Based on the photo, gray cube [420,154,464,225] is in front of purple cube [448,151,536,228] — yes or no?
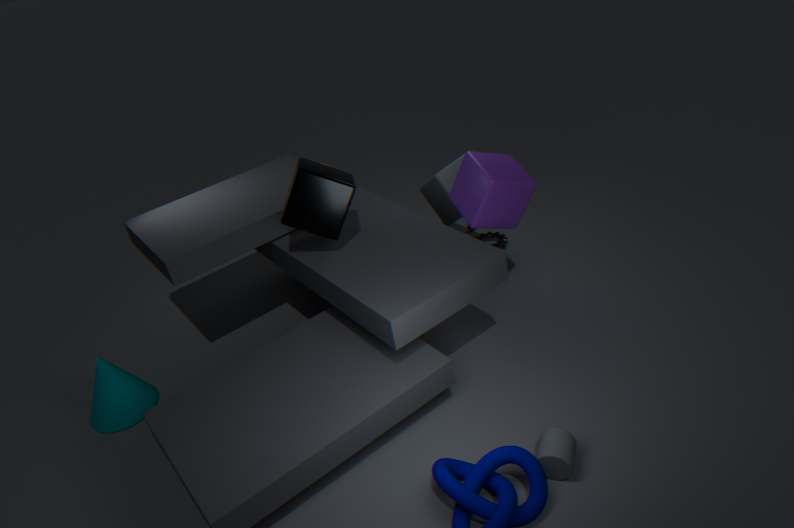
No
